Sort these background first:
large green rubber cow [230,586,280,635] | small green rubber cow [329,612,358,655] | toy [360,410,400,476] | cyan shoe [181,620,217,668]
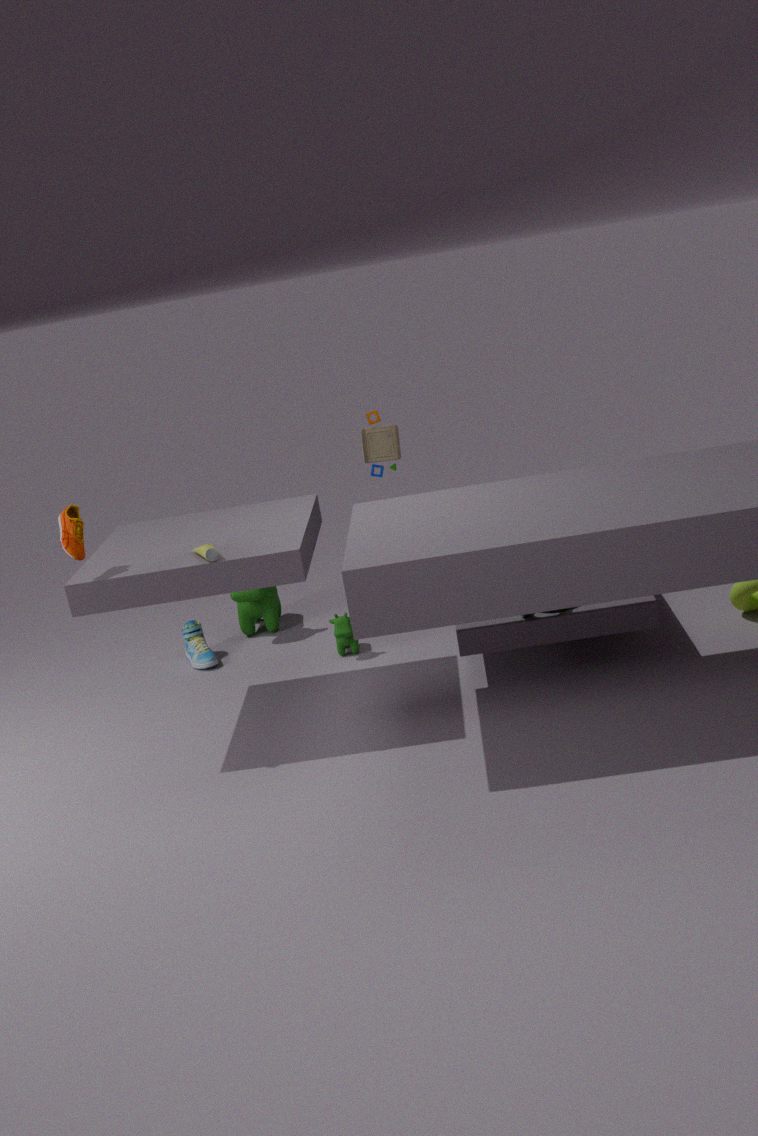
large green rubber cow [230,586,280,635] < cyan shoe [181,620,217,668] < small green rubber cow [329,612,358,655] < toy [360,410,400,476]
